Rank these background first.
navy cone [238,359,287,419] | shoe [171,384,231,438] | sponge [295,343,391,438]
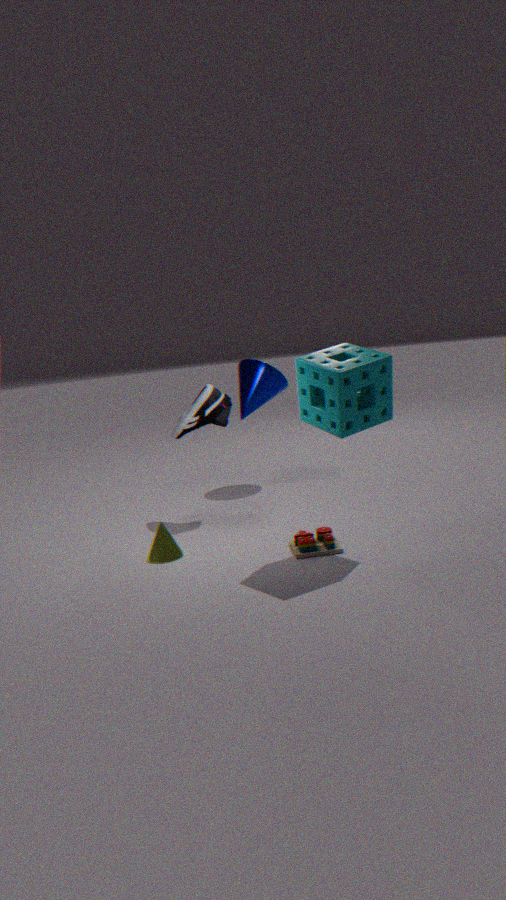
1. navy cone [238,359,287,419]
2. shoe [171,384,231,438]
3. sponge [295,343,391,438]
